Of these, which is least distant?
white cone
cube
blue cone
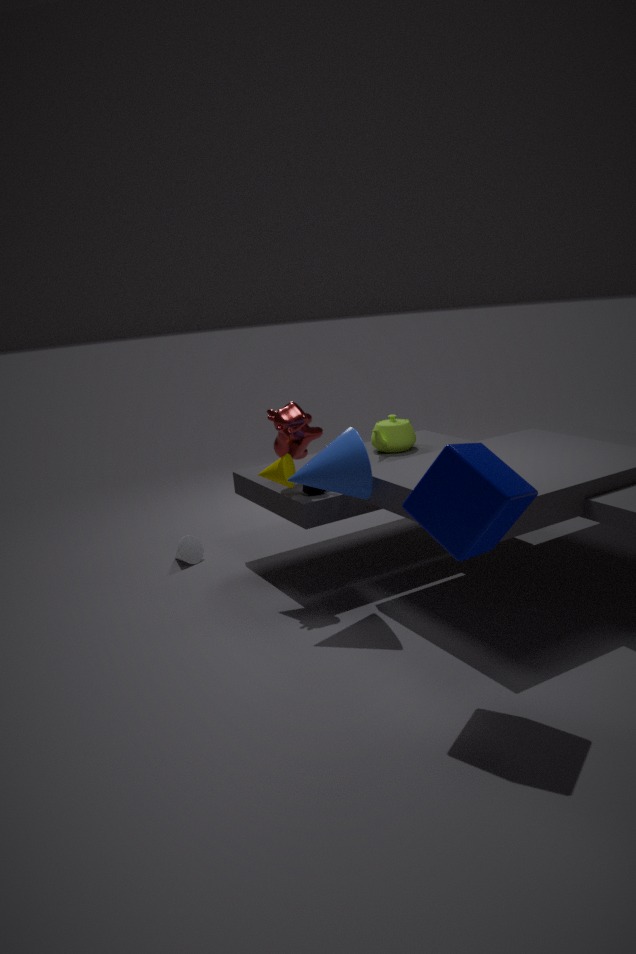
cube
